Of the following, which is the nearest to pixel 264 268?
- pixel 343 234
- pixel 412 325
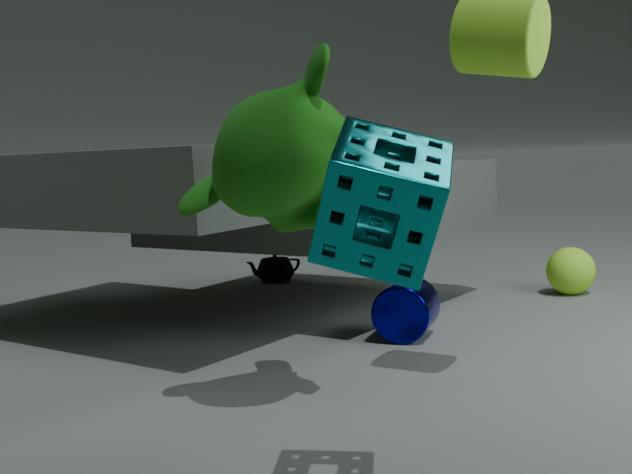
pixel 412 325
